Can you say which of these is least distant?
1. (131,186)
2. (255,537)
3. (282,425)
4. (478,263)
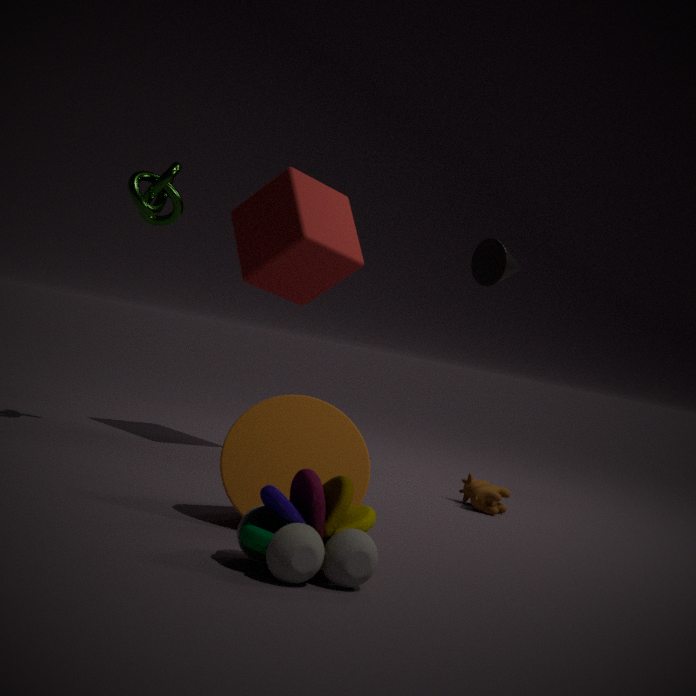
(255,537)
